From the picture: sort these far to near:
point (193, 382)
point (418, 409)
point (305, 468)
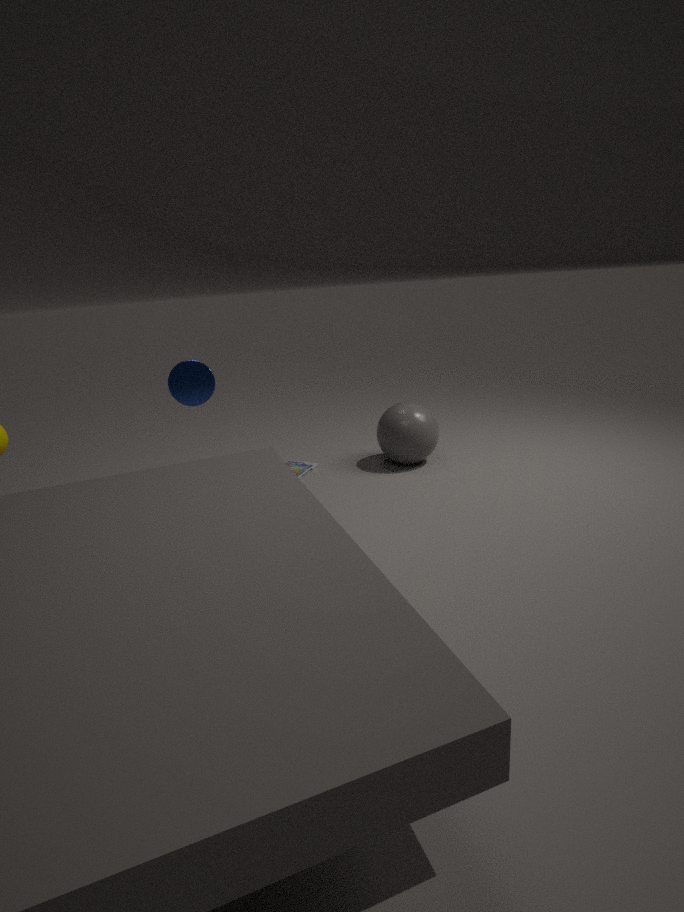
1. point (305, 468)
2. point (418, 409)
3. point (193, 382)
